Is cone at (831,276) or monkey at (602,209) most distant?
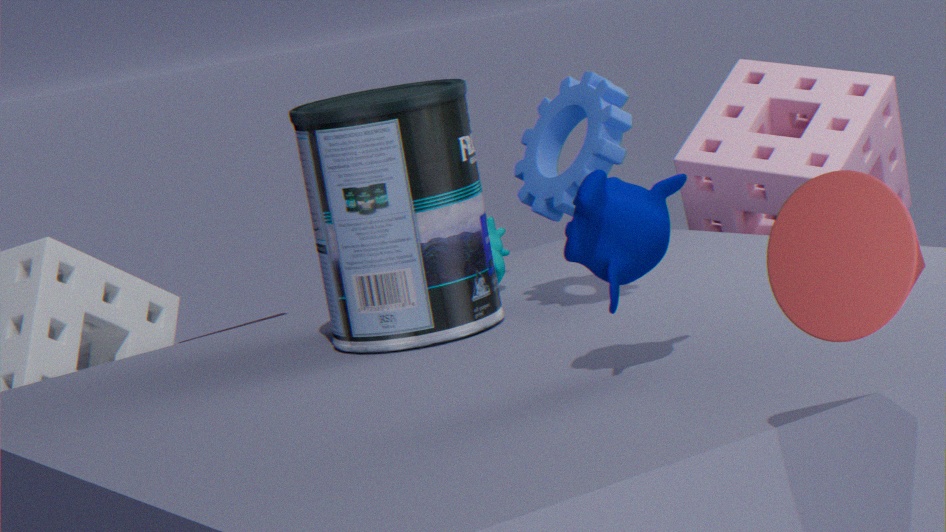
monkey at (602,209)
